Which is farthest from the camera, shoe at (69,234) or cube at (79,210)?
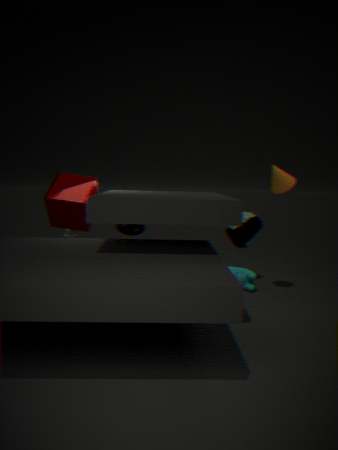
shoe at (69,234)
